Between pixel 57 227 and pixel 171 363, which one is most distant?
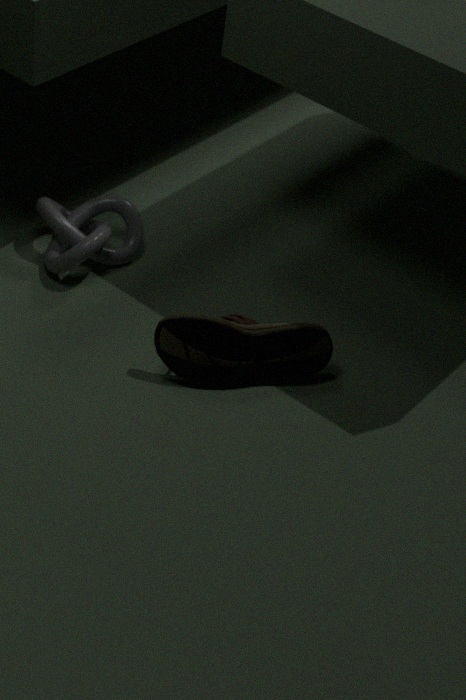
pixel 57 227
